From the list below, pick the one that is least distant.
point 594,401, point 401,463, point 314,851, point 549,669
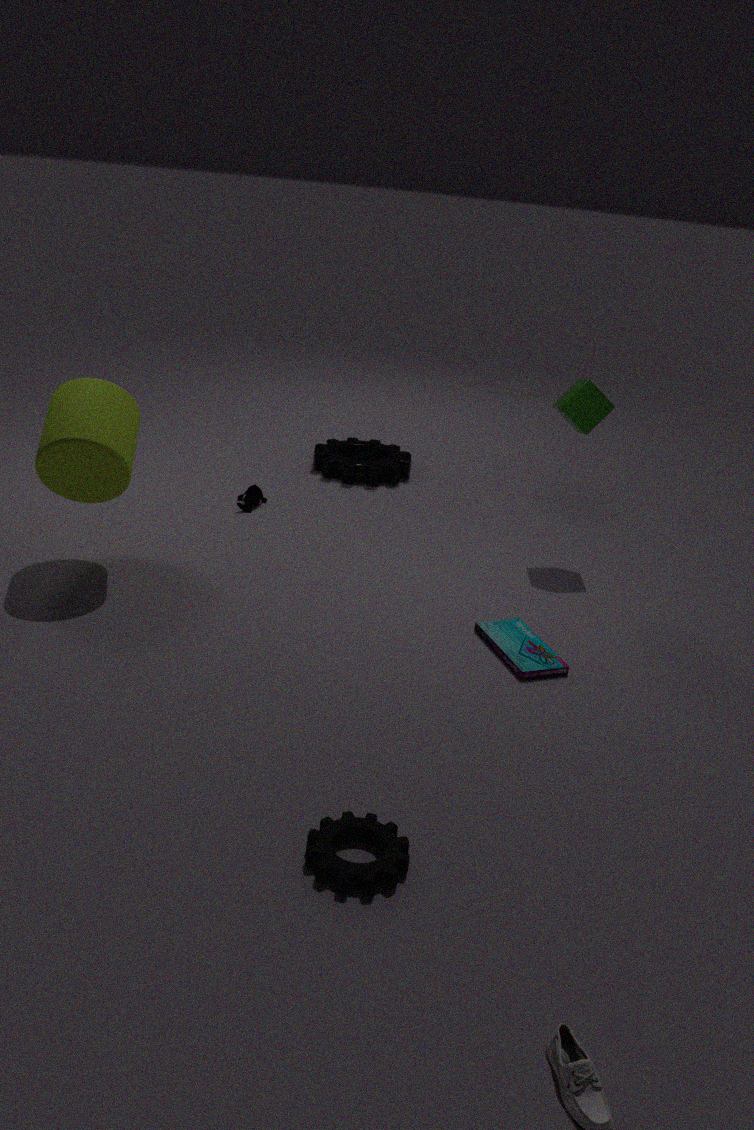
point 314,851
